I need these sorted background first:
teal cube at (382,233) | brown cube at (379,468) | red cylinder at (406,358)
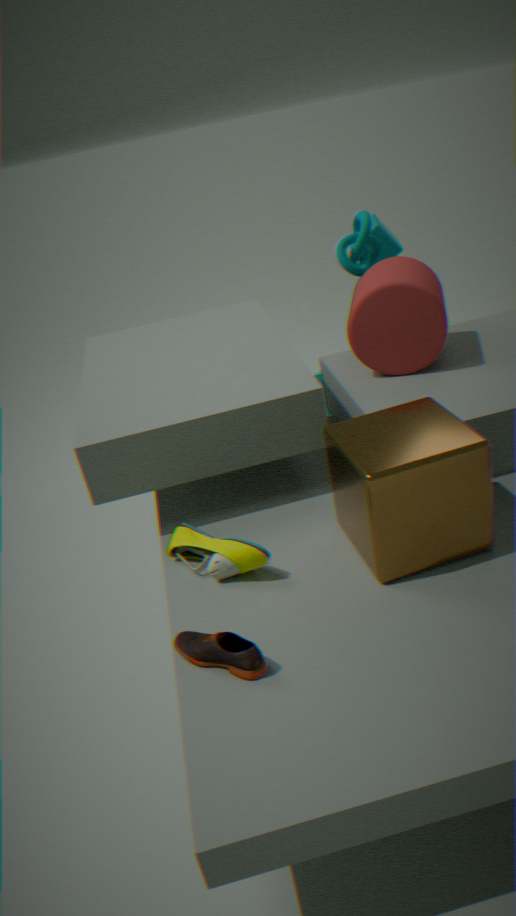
teal cube at (382,233) < red cylinder at (406,358) < brown cube at (379,468)
